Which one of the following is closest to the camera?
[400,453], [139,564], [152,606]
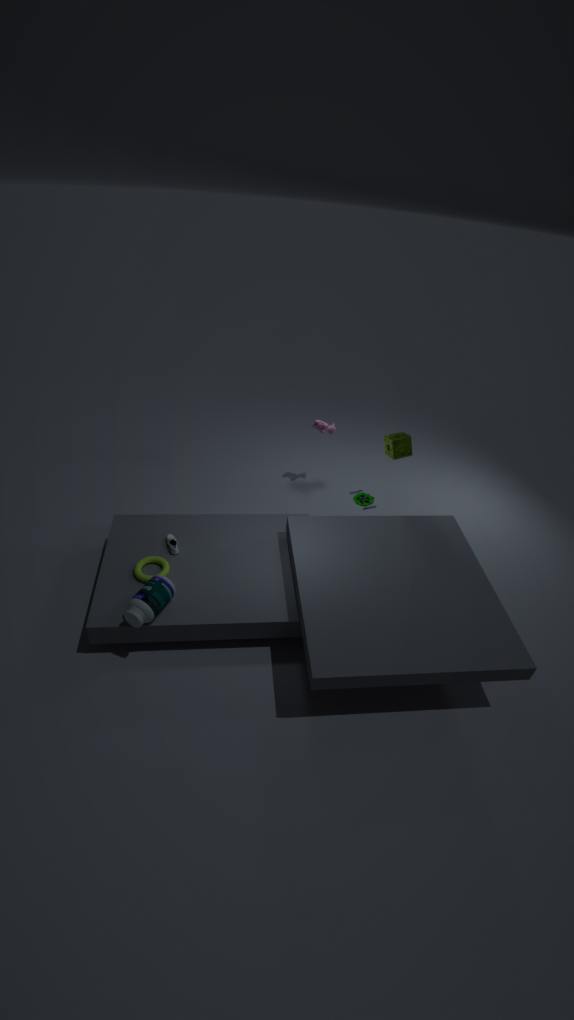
[152,606]
